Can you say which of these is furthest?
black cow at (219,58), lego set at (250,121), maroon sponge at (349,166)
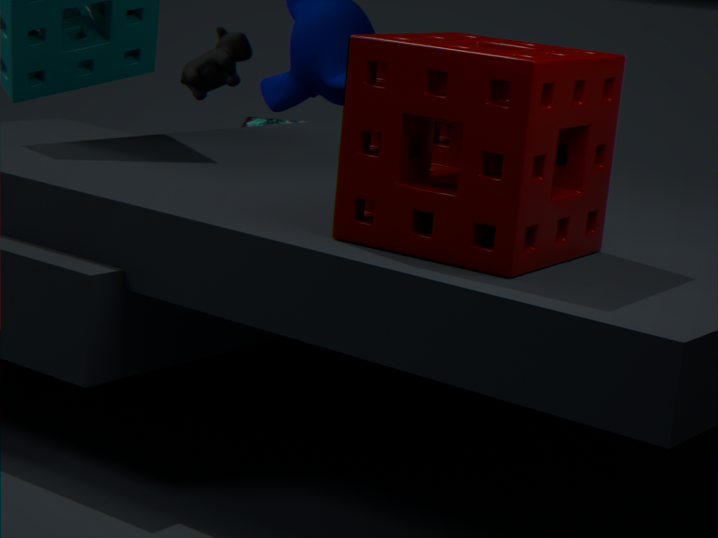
lego set at (250,121)
